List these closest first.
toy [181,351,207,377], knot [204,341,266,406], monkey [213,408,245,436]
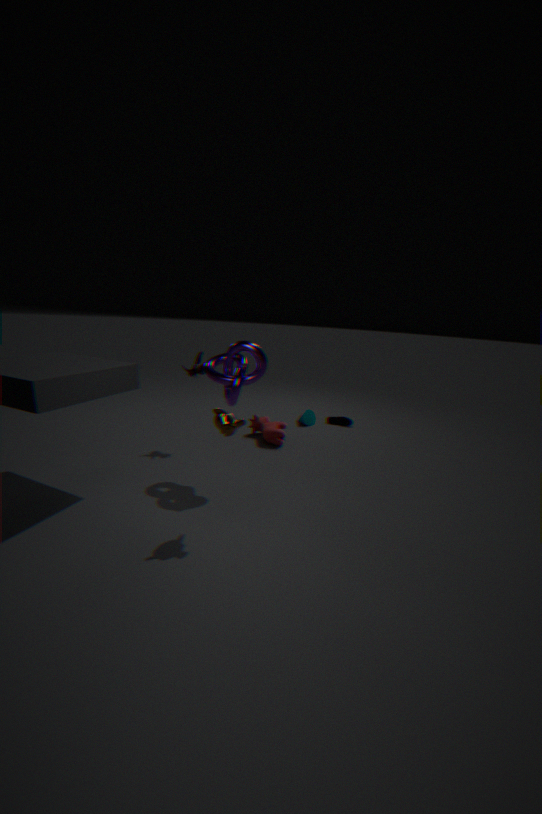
monkey [213,408,245,436] → knot [204,341,266,406] → toy [181,351,207,377]
